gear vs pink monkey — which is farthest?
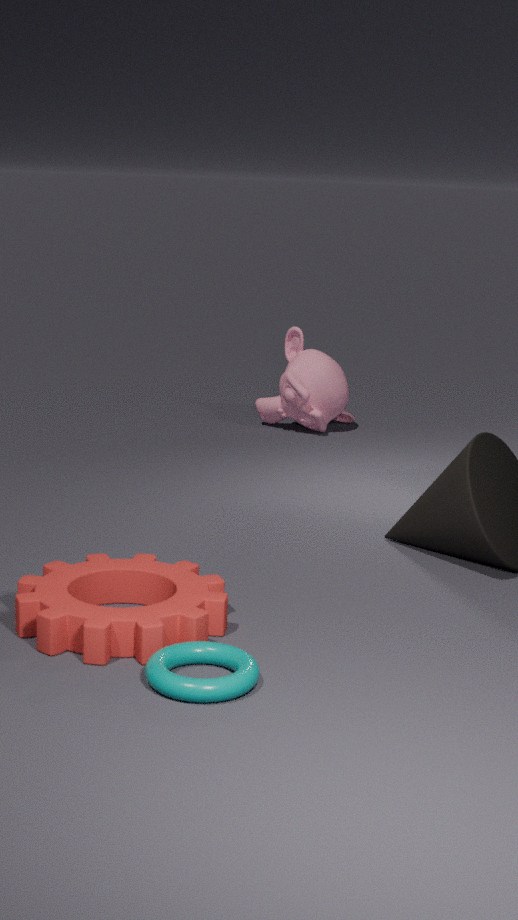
pink monkey
